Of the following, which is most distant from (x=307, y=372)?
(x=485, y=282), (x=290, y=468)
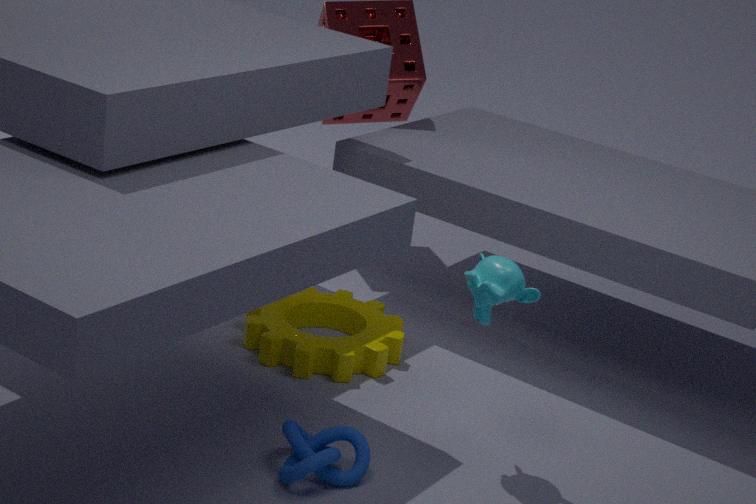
(x=485, y=282)
